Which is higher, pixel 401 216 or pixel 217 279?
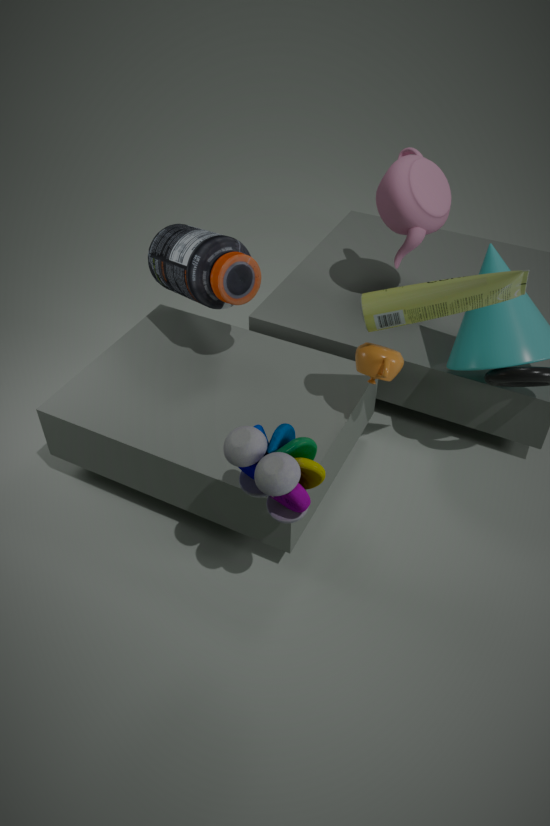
pixel 401 216
